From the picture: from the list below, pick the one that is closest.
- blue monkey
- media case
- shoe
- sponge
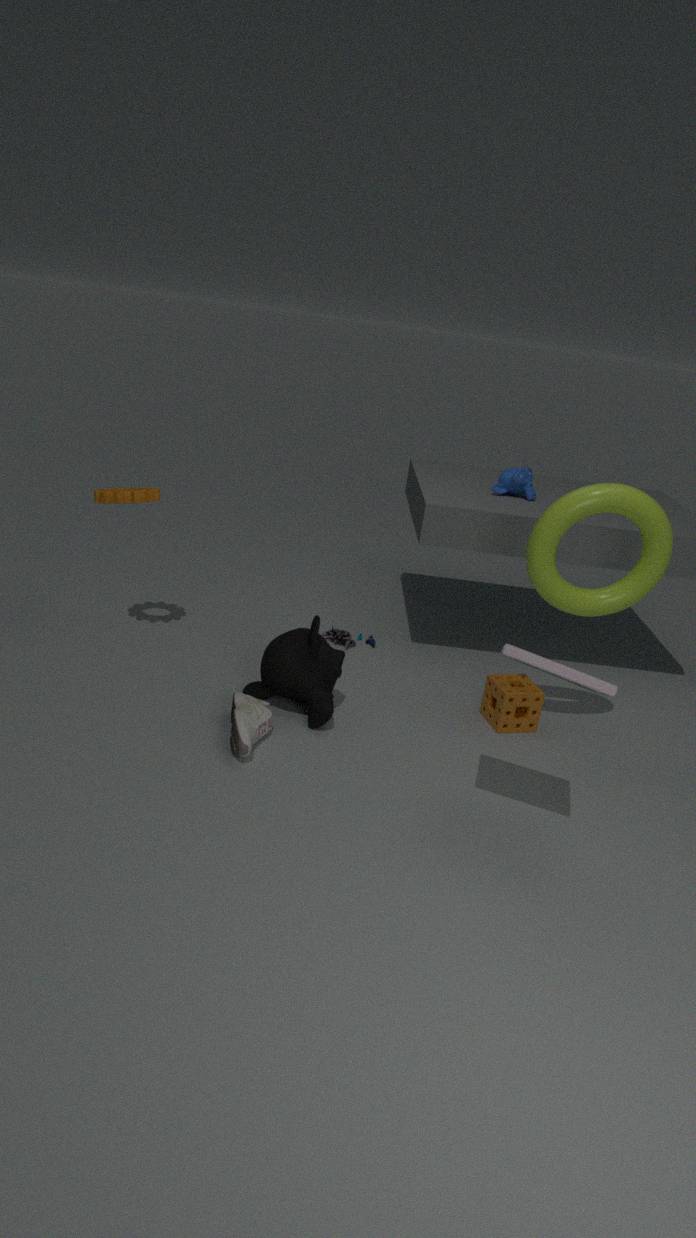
media case
